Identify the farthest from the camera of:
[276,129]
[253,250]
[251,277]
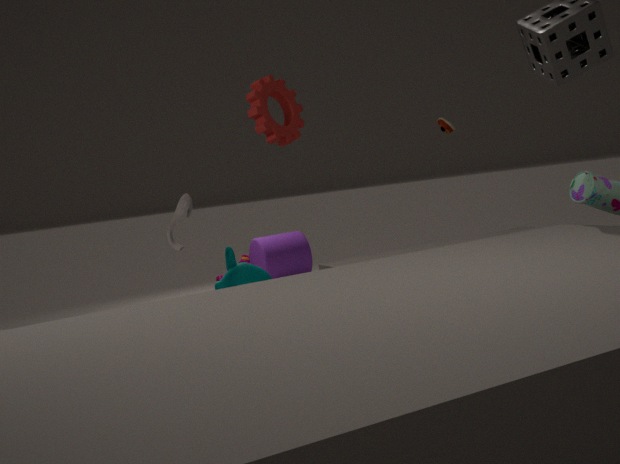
[253,250]
